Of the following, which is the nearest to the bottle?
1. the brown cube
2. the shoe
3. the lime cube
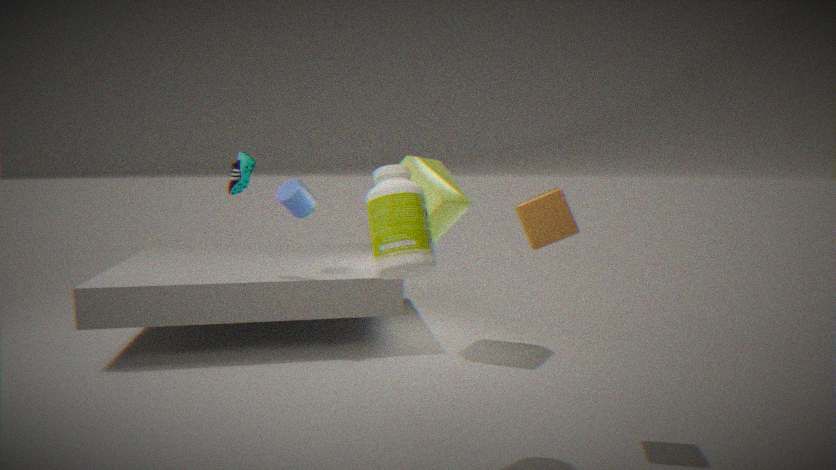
the brown cube
